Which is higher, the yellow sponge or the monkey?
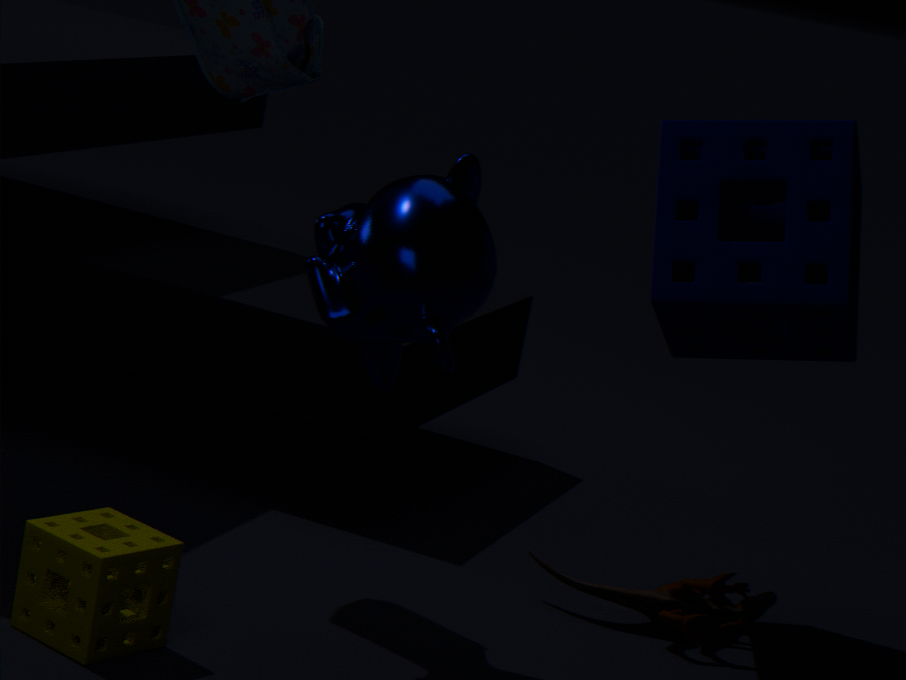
the monkey
